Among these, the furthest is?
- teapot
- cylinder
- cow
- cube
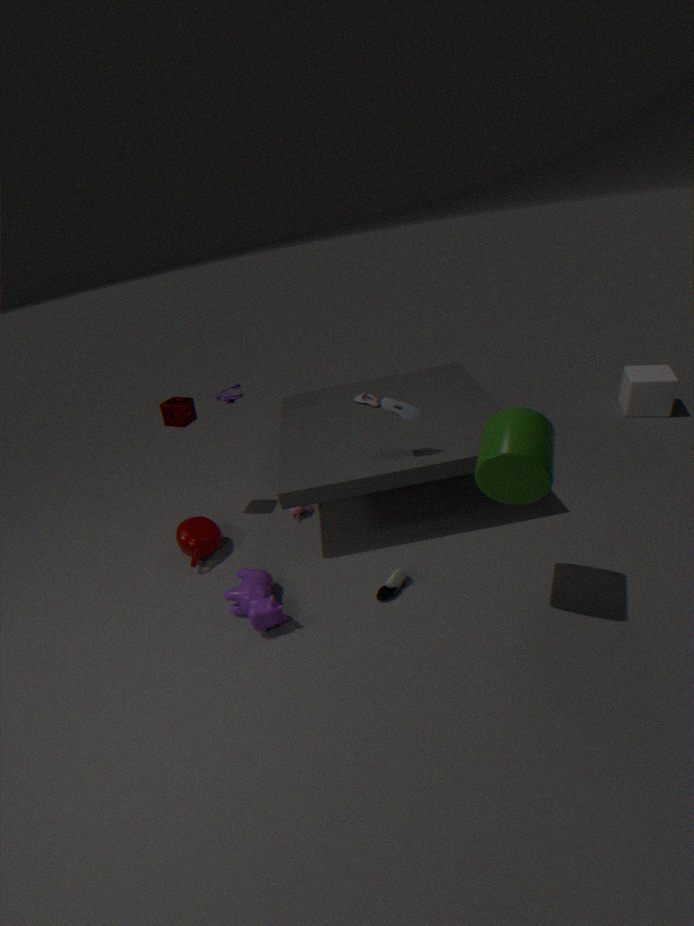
cube
